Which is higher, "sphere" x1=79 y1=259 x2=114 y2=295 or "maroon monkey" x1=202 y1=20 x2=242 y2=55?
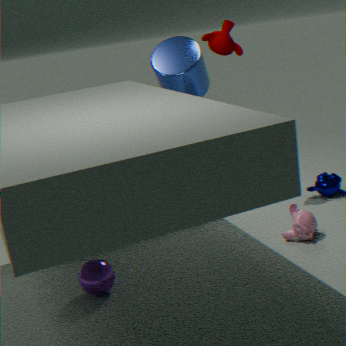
"maroon monkey" x1=202 y1=20 x2=242 y2=55
